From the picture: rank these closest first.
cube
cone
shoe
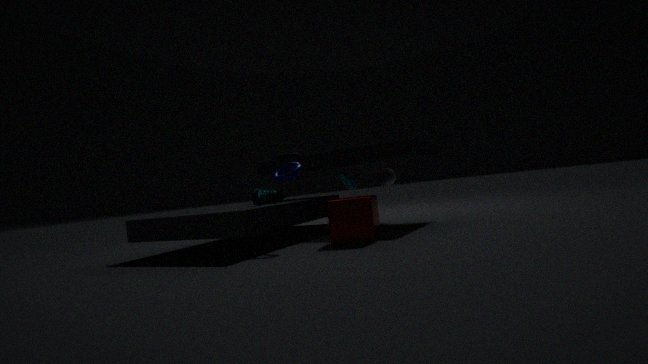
1. cube
2. shoe
3. cone
